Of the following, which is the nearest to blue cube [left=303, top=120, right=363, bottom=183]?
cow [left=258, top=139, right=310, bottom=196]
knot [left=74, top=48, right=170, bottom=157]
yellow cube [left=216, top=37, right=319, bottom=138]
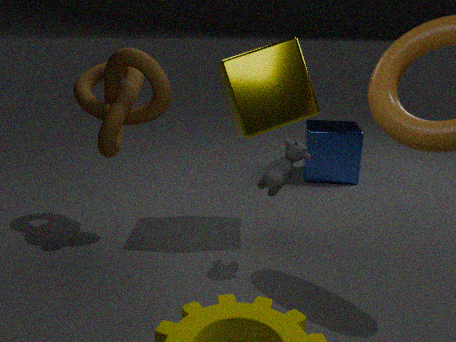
yellow cube [left=216, top=37, right=319, bottom=138]
